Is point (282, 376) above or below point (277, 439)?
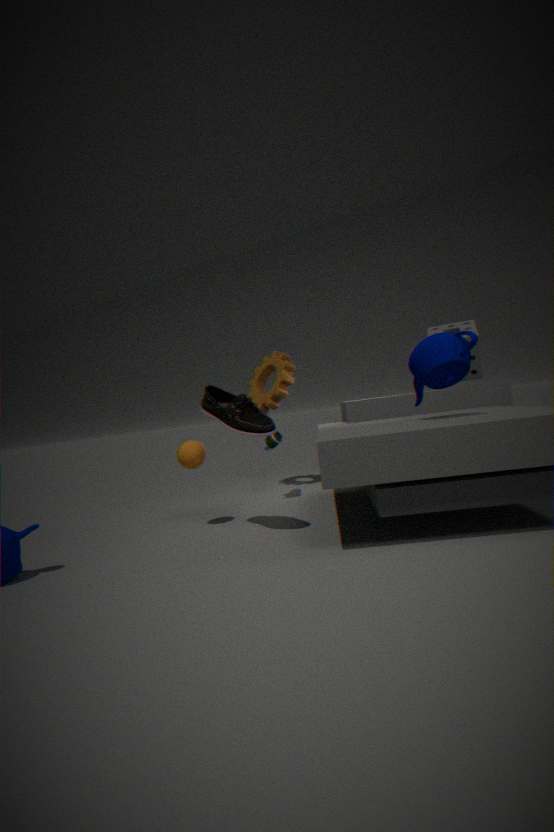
above
